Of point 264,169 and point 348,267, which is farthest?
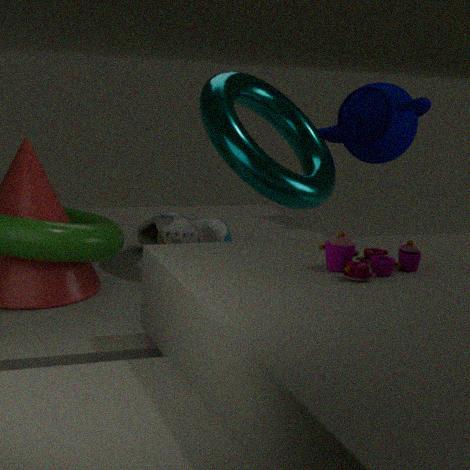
point 264,169
